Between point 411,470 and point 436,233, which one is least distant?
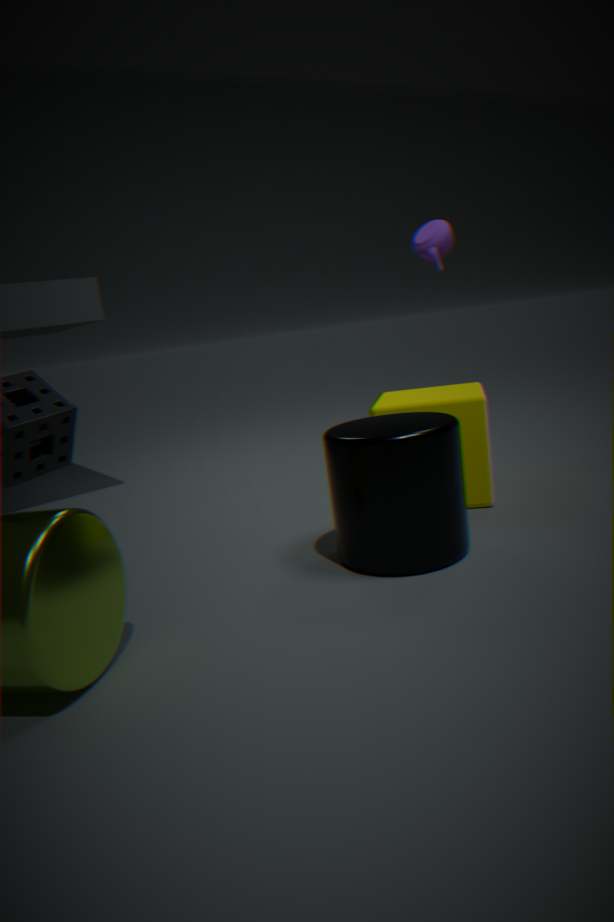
point 411,470
